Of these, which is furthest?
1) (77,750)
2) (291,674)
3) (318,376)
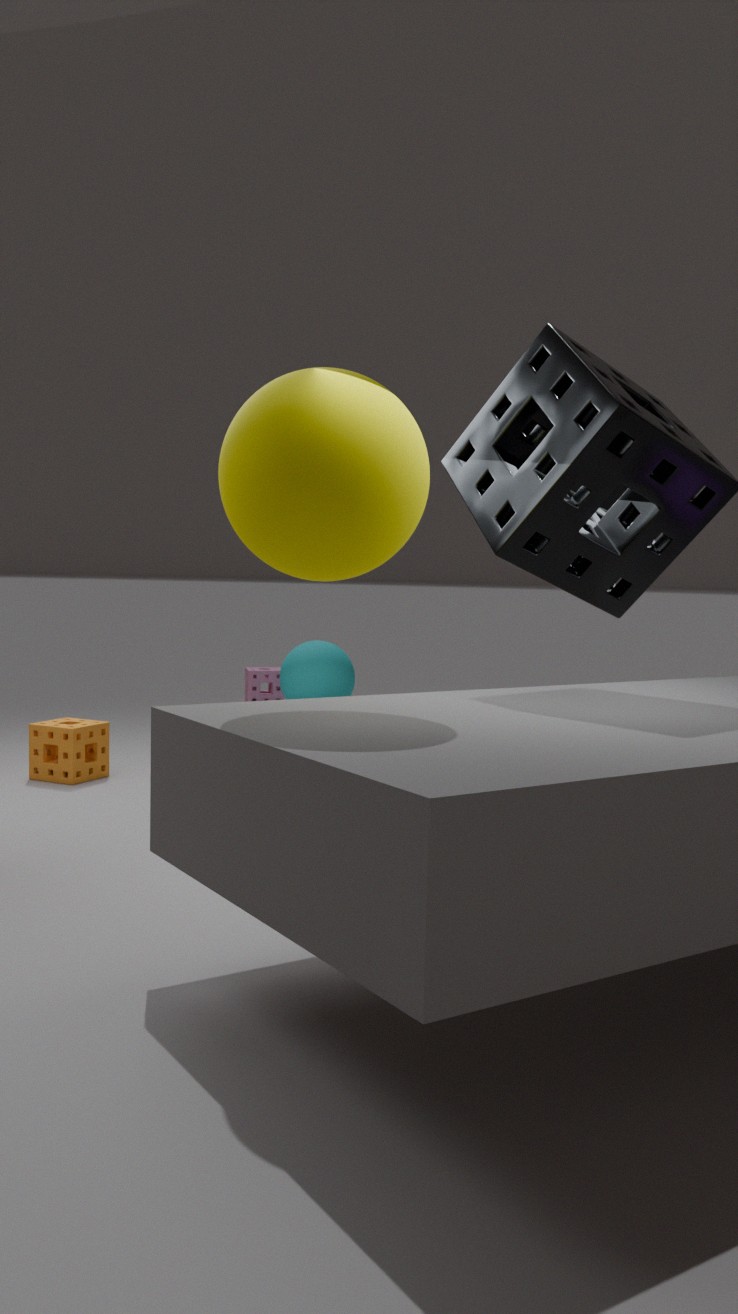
2. (291,674)
